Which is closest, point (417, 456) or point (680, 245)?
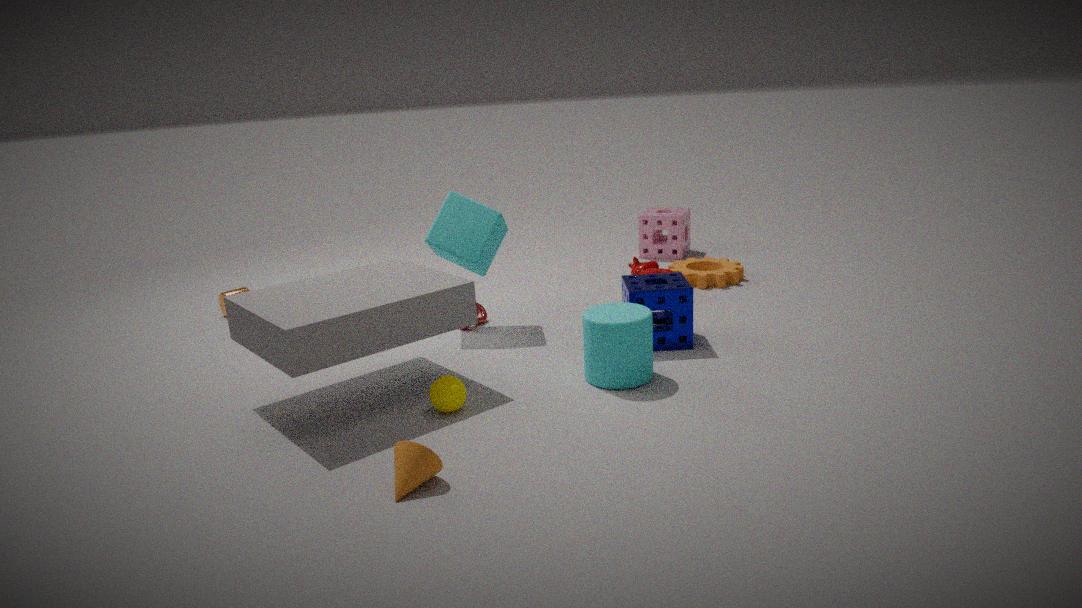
point (417, 456)
